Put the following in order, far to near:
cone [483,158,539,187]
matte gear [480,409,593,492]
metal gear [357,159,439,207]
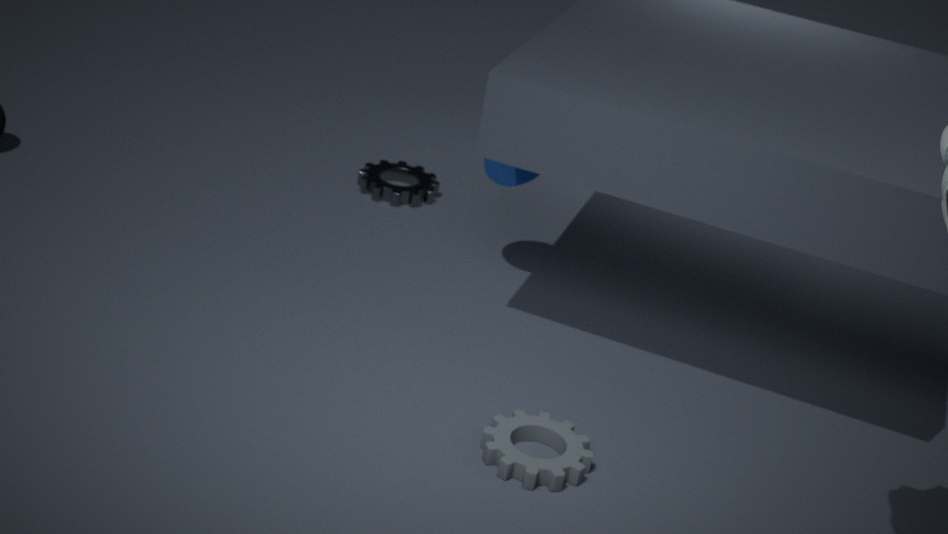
metal gear [357,159,439,207] < cone [483,158,539,187] < matte gear [480,409,593,492]
